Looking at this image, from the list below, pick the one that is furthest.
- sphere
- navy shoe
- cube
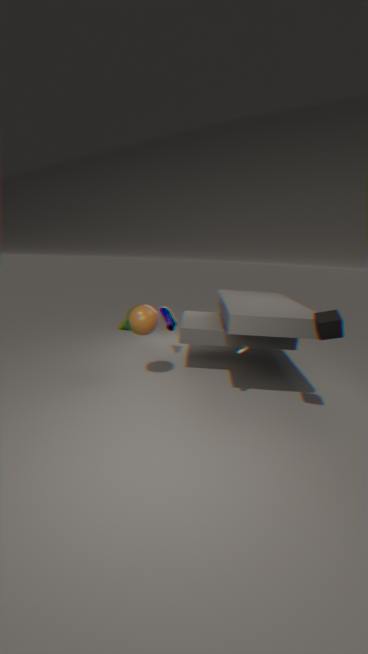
navy shoe
